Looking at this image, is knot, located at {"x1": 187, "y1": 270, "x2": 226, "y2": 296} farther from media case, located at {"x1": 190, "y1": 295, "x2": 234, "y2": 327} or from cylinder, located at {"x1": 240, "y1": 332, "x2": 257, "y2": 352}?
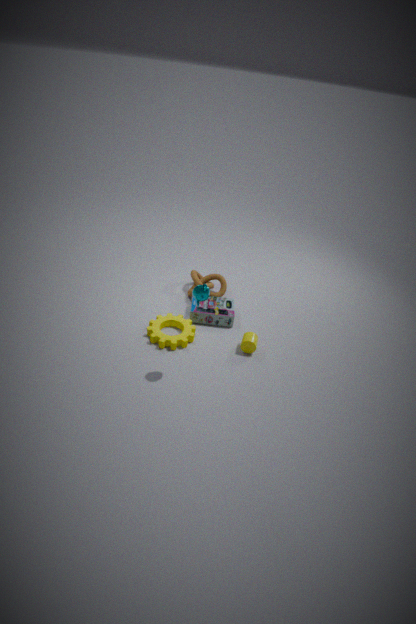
cylinder, located at {"x1": 240, "y1": 332, "x2": 257, "y2": 352}
